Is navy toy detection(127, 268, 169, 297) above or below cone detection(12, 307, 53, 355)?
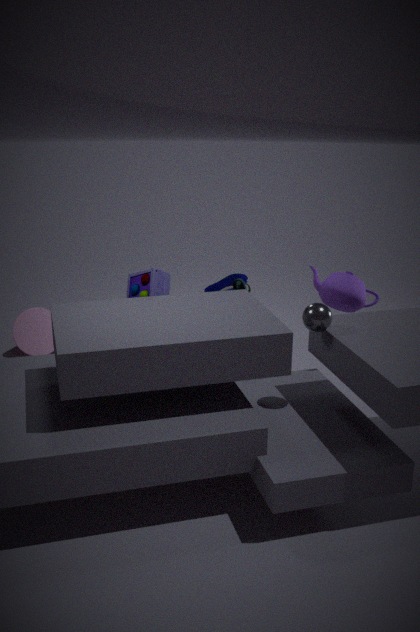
above
